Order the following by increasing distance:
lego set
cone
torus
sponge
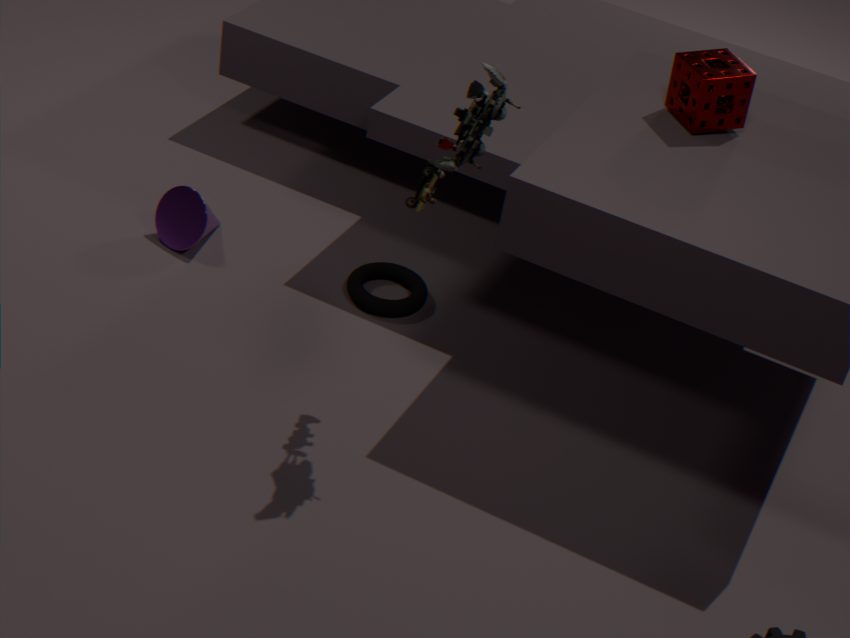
lego set < sponge < torus < cone
